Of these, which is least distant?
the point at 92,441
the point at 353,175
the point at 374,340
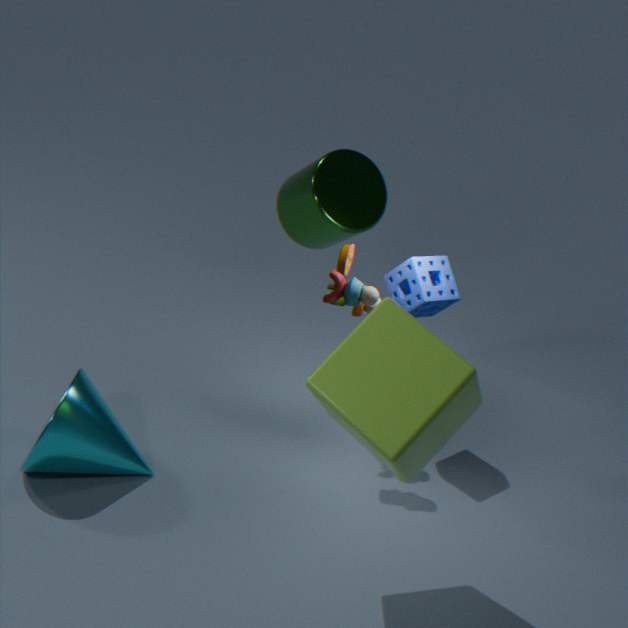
the point at 374,340
